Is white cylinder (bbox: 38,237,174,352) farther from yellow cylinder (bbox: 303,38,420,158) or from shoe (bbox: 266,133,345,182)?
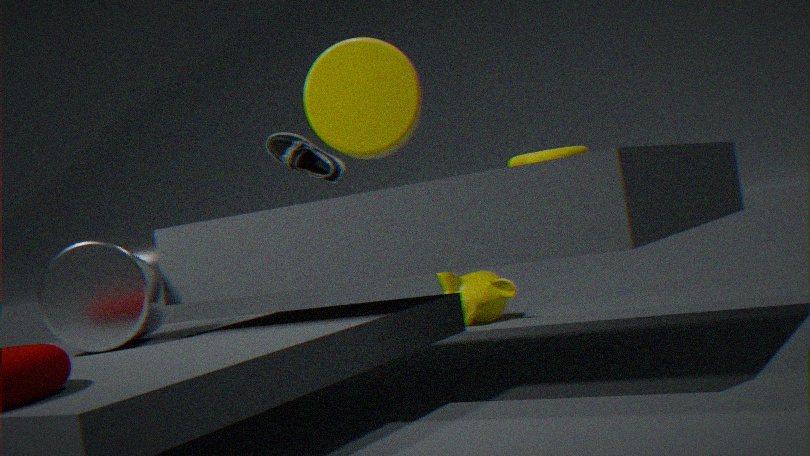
shoe (bbox: 266,133,345,182)
